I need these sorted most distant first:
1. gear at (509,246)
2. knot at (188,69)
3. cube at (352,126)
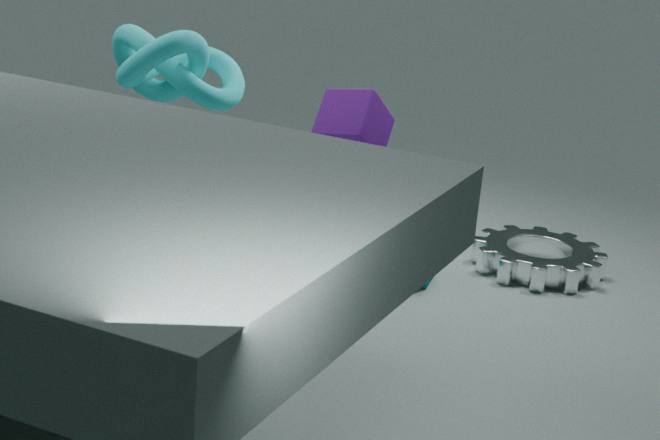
gear at (509,246)
knot at (188,69)
cube at (352,126)
